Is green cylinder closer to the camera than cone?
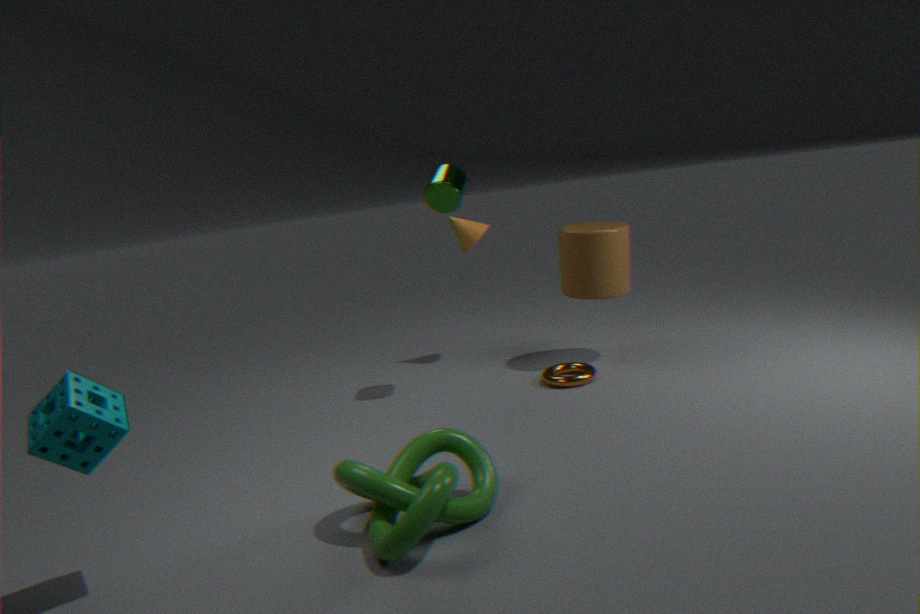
Yes
